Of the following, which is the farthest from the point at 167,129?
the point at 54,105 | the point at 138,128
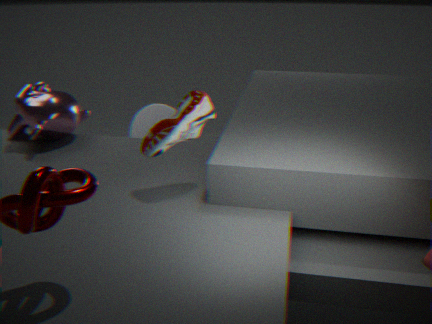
the point at 138,128
